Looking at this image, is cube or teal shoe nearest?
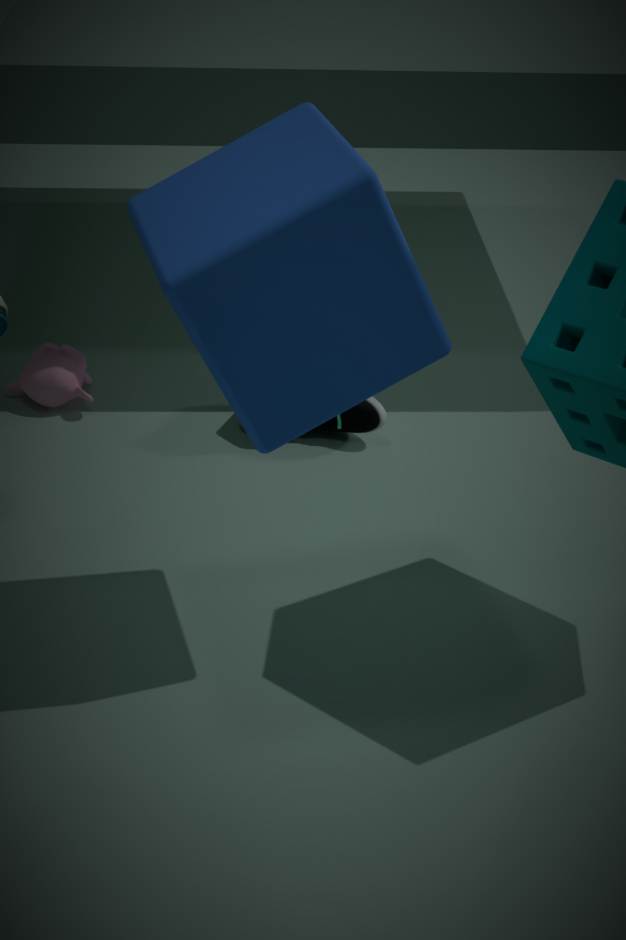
cube
